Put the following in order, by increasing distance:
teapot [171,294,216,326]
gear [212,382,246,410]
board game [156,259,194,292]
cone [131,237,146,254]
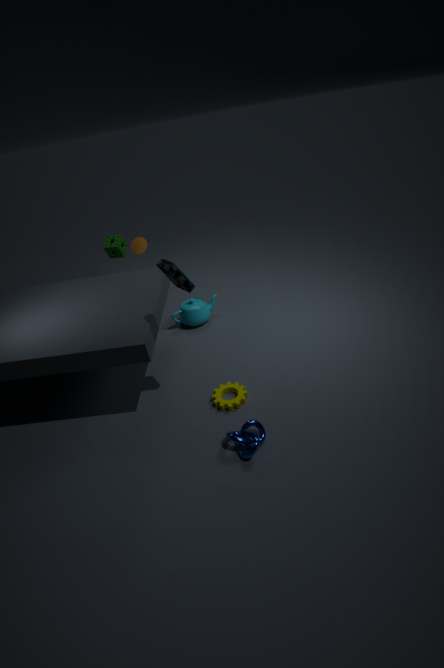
board game [156,259,194,292] → gear [212,382,246,410] → teapot [171,294,216,326] → cone [131,237,146,254]
